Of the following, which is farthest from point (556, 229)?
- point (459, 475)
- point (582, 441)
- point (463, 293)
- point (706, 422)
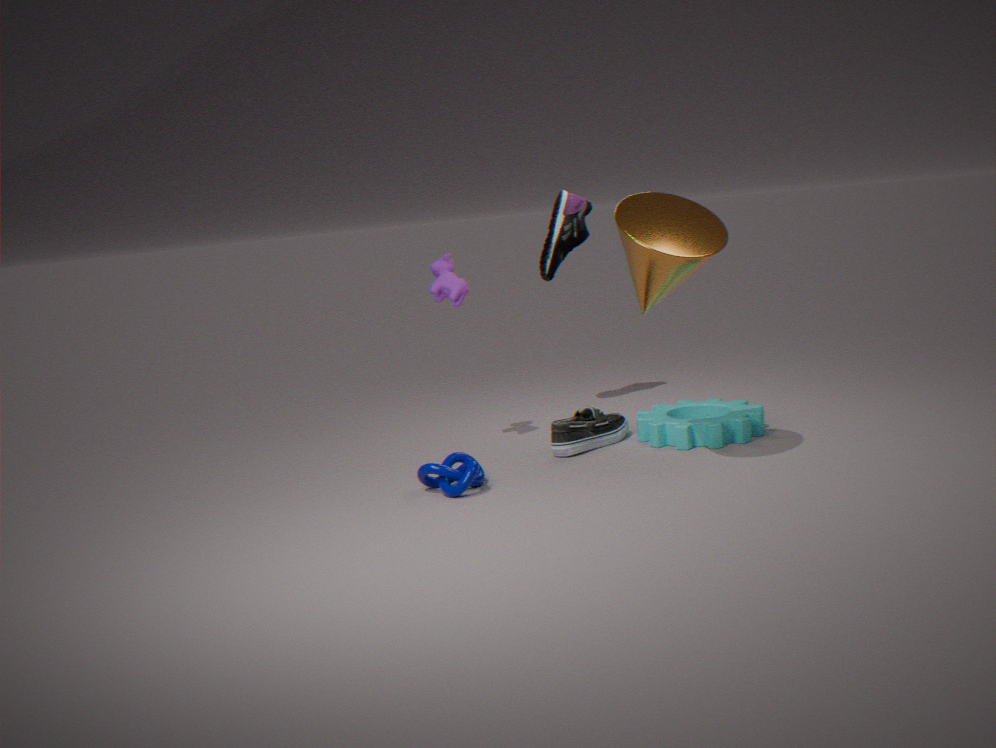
point (459, 475)
